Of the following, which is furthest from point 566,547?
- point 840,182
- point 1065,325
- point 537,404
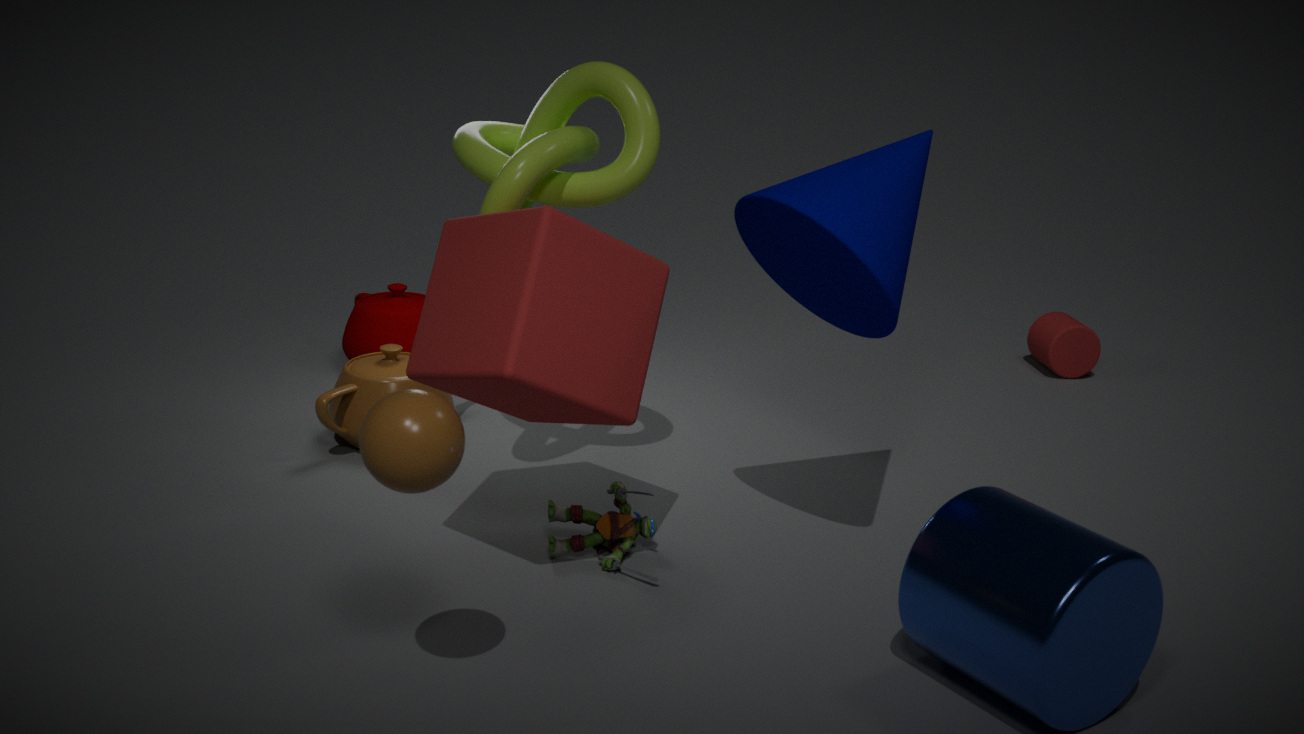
point 1065,325
